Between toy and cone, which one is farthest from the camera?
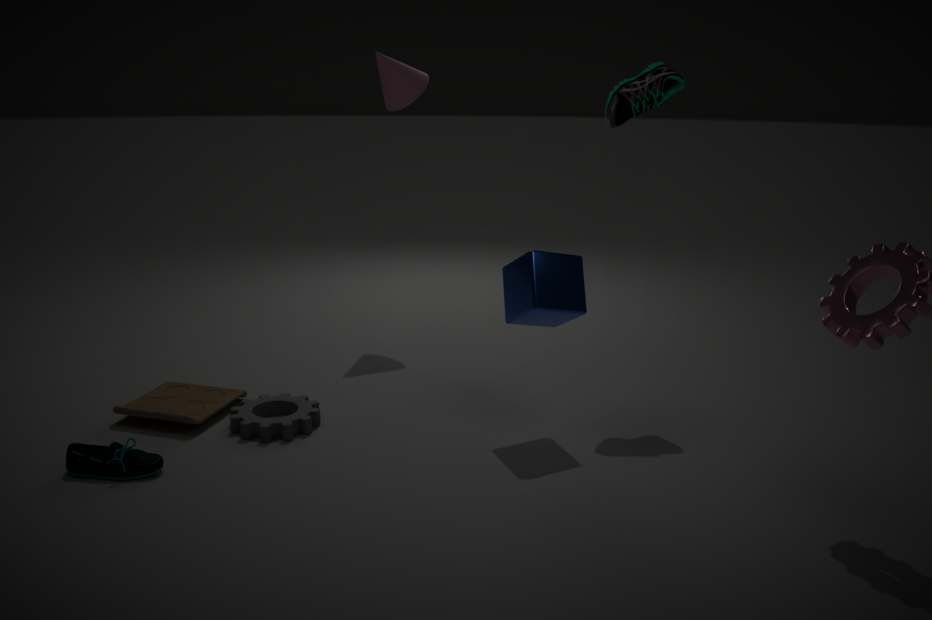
cone
